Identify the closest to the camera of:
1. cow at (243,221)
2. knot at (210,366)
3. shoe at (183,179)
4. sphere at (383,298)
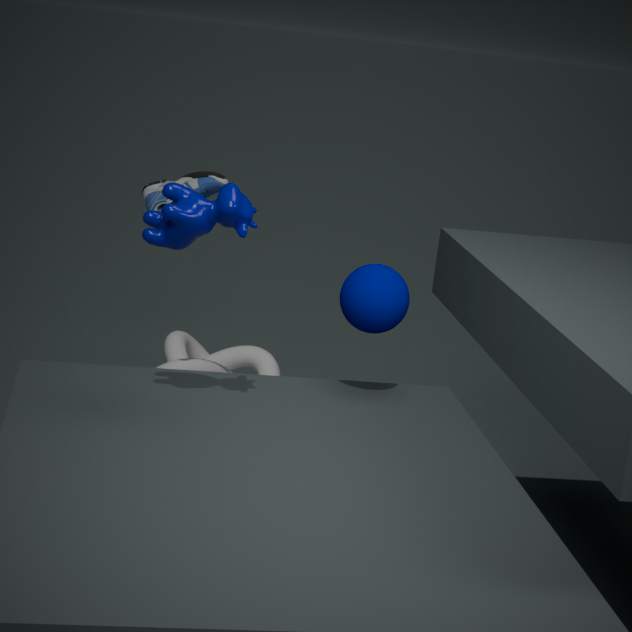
cow at (243,221)
